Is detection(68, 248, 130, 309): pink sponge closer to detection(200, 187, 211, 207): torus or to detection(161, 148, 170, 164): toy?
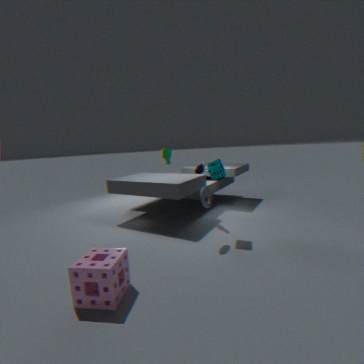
detection(200, 187, 211, 207): torus
